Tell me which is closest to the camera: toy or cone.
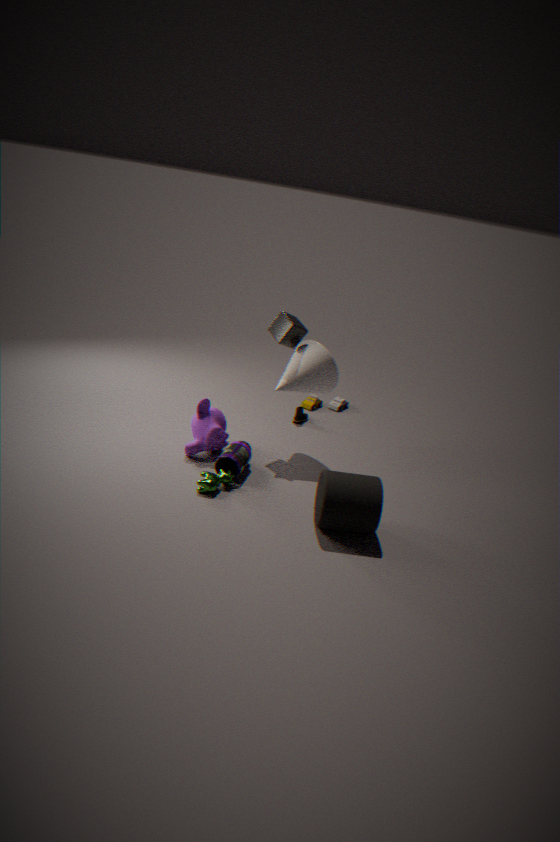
cone
